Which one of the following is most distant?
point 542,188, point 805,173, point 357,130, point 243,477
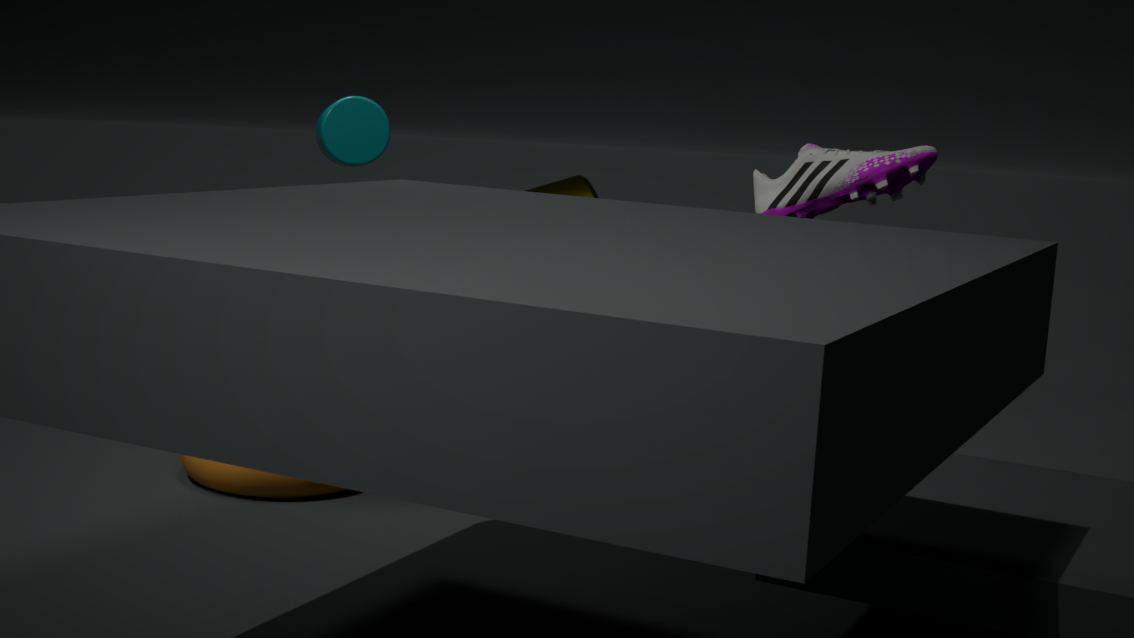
point 542,188
